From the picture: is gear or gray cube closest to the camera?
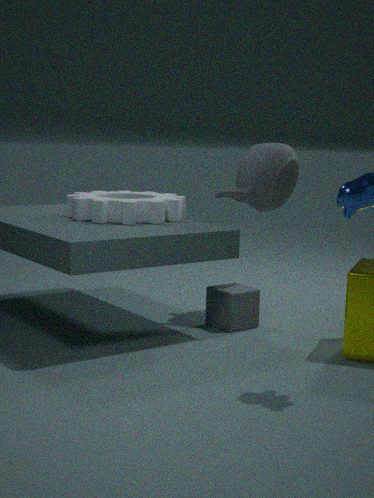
gear
